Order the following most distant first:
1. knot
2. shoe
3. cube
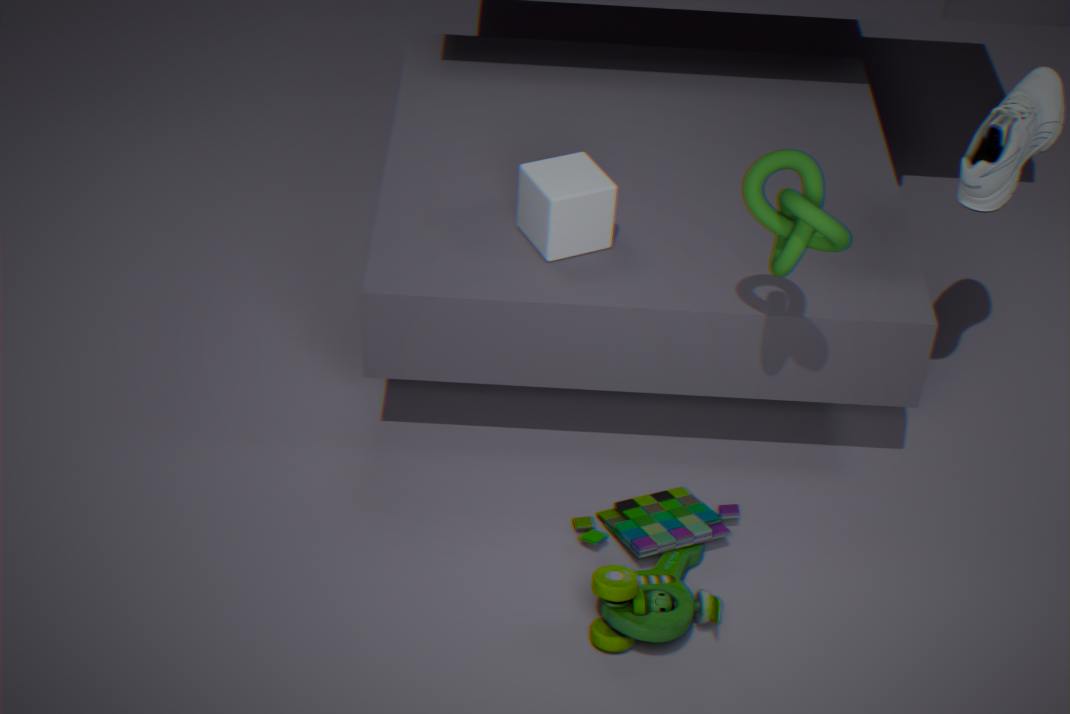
cube → shoe → knot
